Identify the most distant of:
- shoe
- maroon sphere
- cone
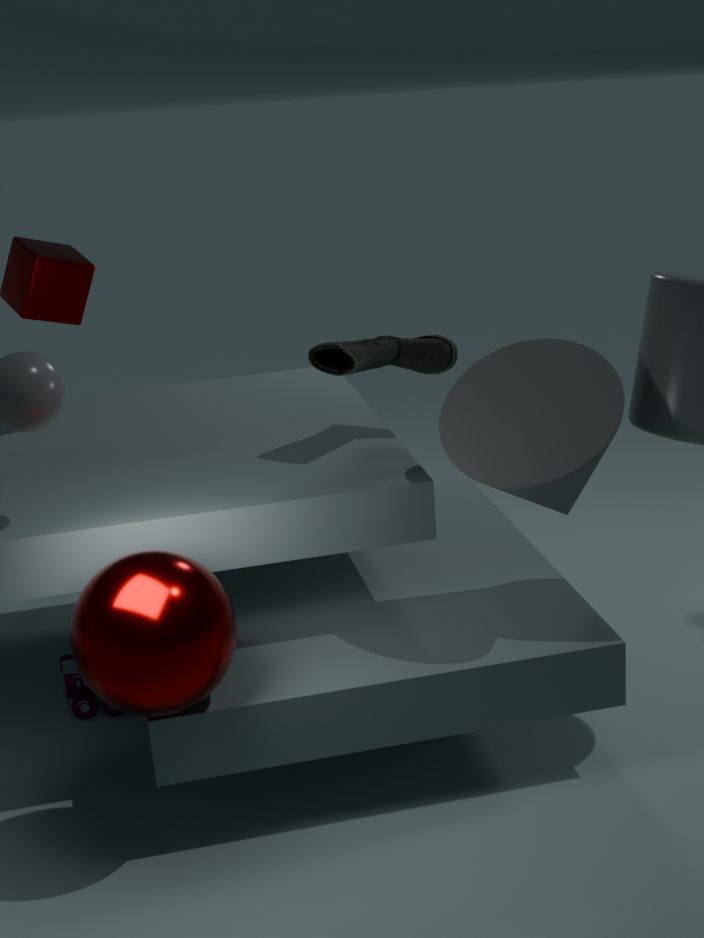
shoe
